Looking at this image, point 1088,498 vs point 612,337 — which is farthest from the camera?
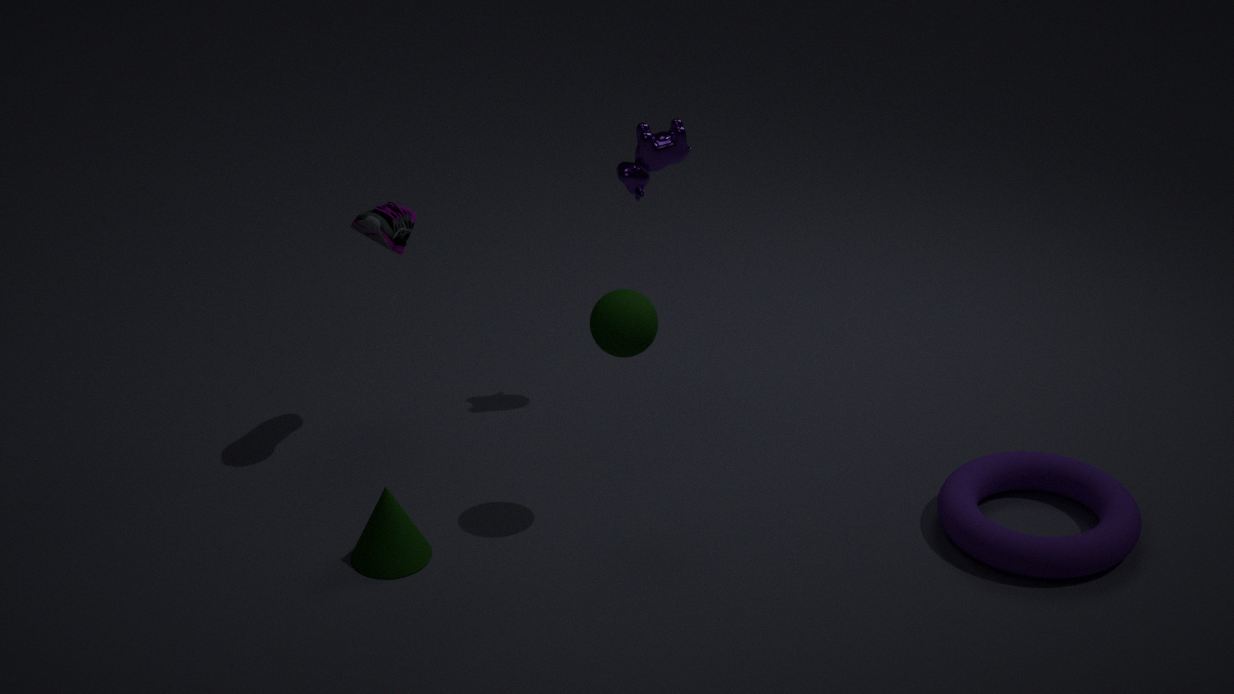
point 1088,498
